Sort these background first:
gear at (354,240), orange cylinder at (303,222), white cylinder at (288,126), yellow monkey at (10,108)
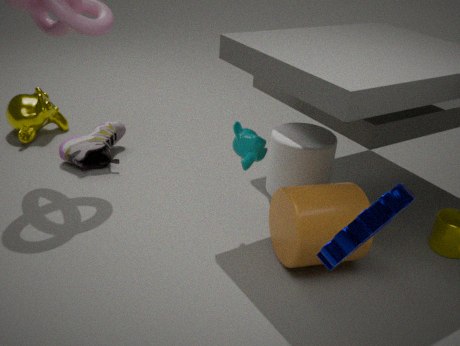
yellow monkey at (10,108)
white cylinder at (288,126)
orange cylinder at (303,222)
gear at (354,240)
